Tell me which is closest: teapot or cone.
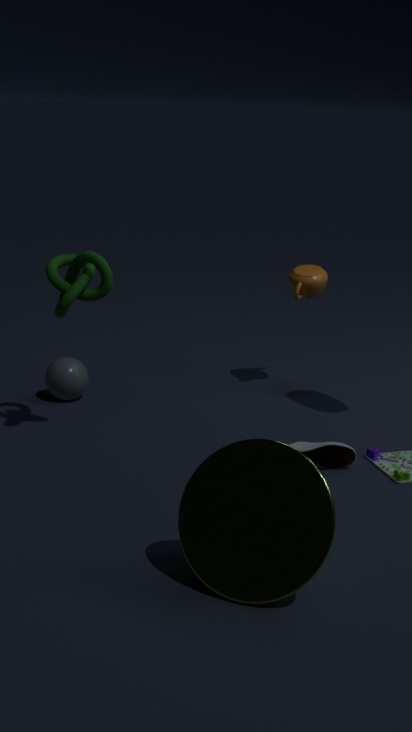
cone
